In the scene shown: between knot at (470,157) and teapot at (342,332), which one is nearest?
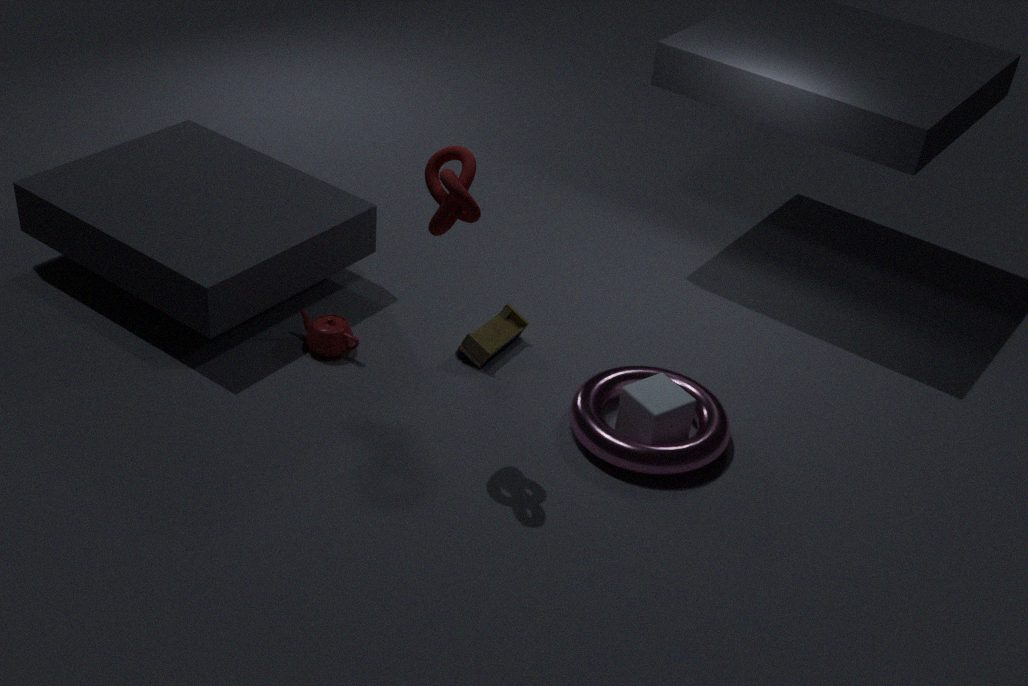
knot at (470,157)
